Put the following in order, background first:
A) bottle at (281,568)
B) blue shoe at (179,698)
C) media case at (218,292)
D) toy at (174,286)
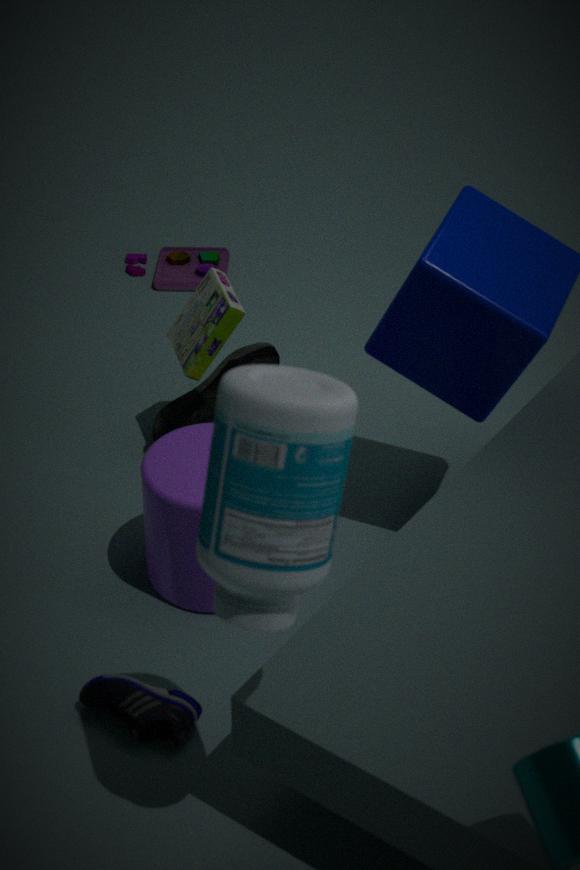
toy at (174,286) < media case at (218,292) < blue shoe at (179,698) < bottle at (281,568)
